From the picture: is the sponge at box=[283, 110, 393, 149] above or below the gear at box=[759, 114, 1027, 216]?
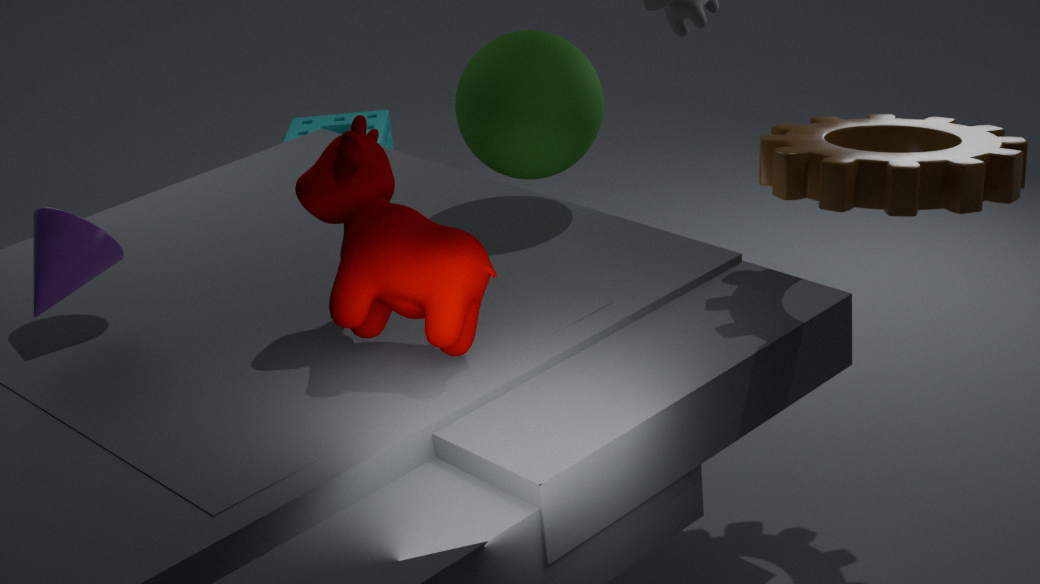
below
